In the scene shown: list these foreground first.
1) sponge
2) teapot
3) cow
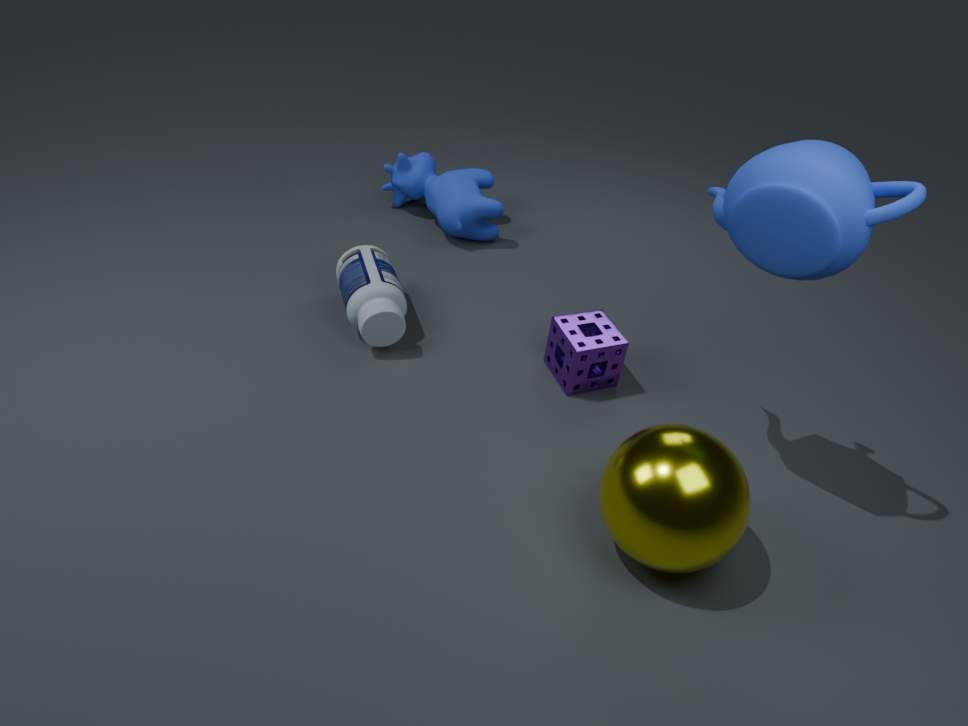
2. teapot
1. sponge
3. cow
